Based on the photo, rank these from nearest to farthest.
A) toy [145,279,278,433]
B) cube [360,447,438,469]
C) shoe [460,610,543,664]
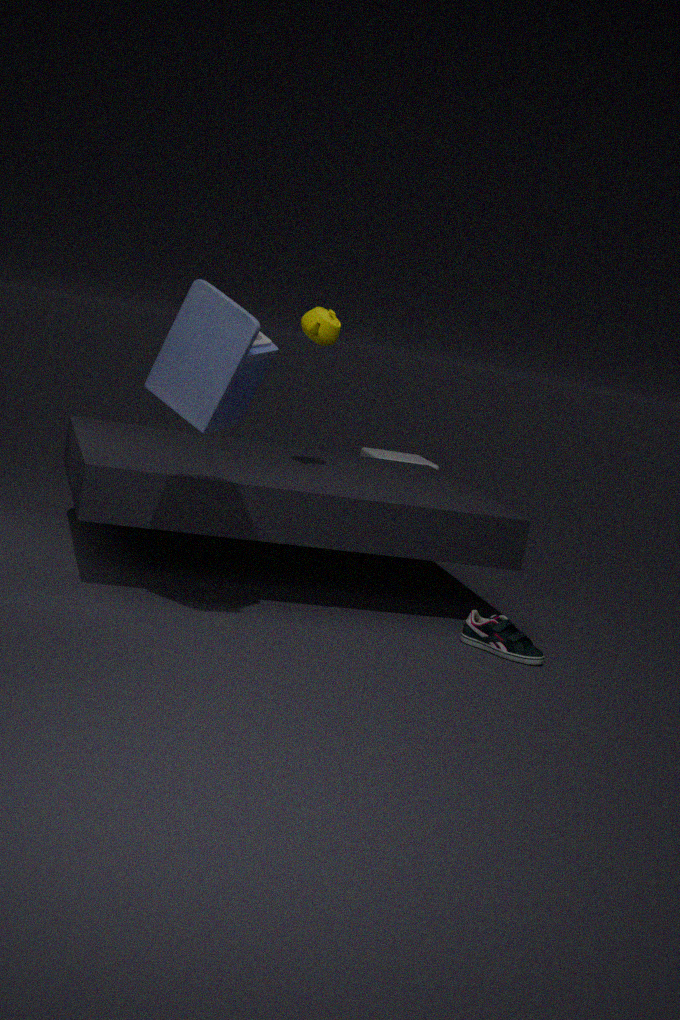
1. toy [145,279,278,433]
2. shoe [460,610,543,664]
3. cube [360,447,438,469]
